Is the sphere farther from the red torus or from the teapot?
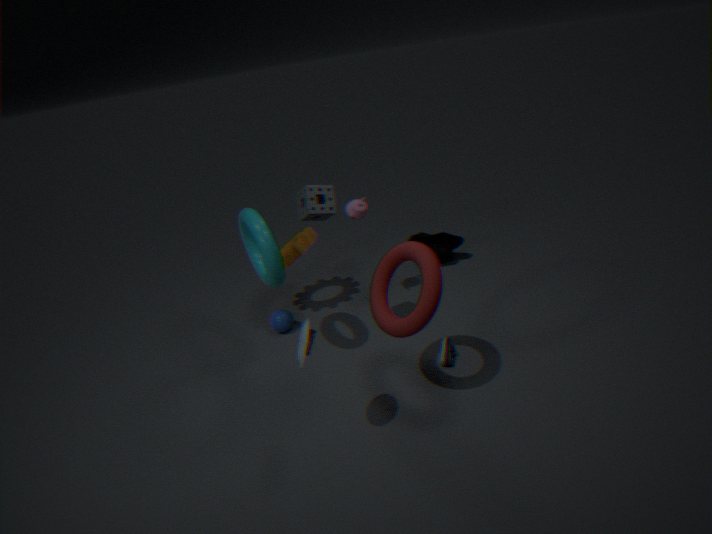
the red torus
